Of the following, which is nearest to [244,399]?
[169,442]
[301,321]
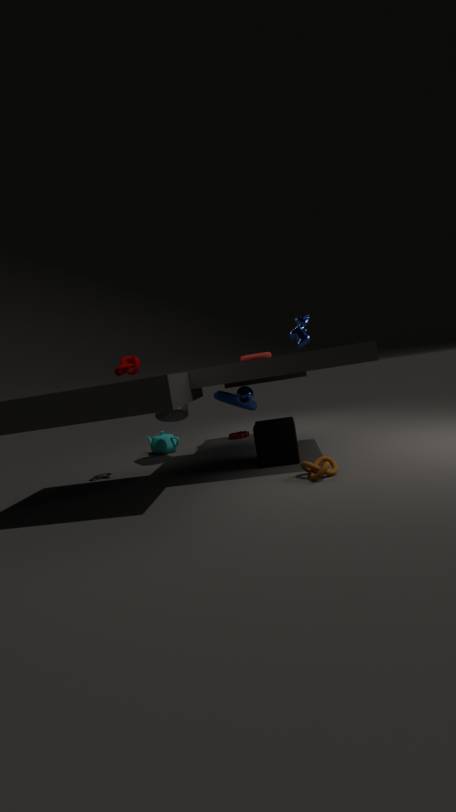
[301,321]
